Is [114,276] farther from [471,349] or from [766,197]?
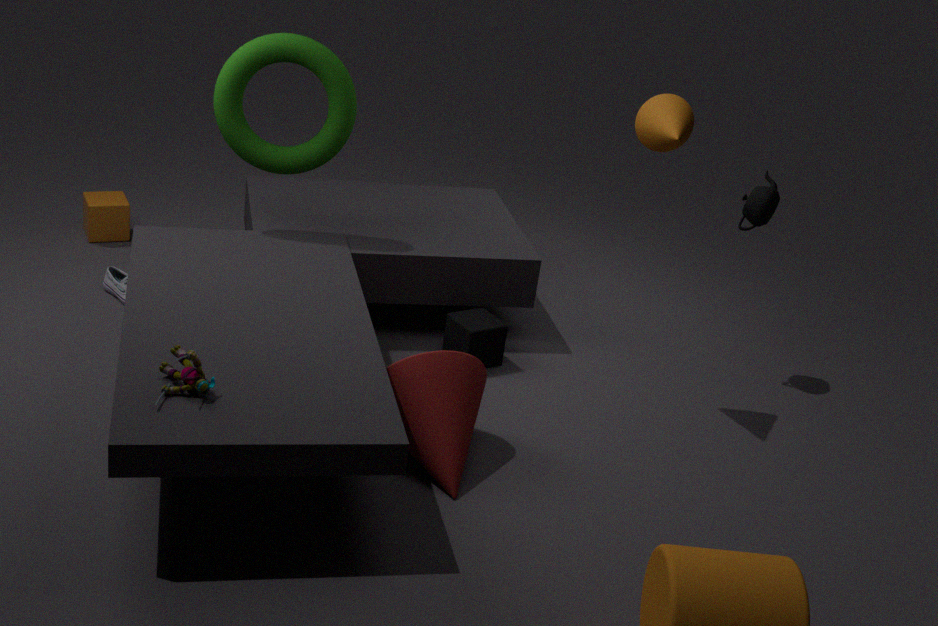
[766,197]
